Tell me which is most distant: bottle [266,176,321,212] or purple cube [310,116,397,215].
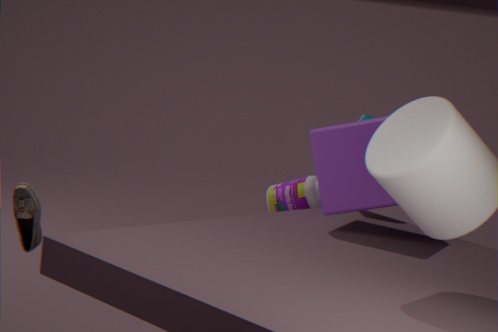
bottle [266,176,321,212]
